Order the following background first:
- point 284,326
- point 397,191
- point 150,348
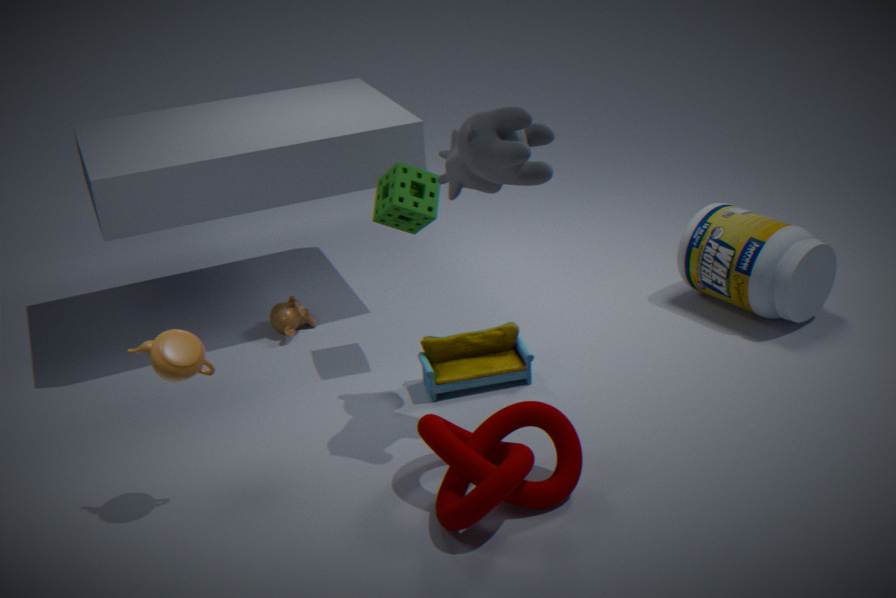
point 284,326 → point 397,191 → point 150,348
